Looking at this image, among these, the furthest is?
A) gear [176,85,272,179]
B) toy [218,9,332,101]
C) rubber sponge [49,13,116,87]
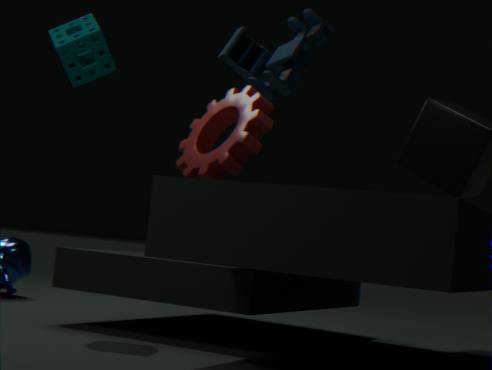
gear [176,85,272,179]
